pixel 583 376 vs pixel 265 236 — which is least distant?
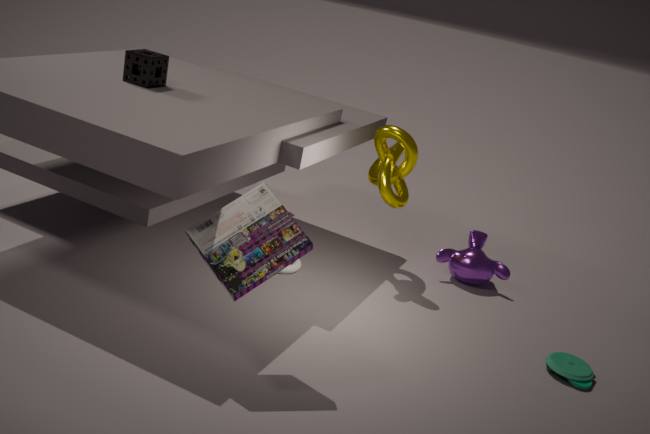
pixel 265 236
